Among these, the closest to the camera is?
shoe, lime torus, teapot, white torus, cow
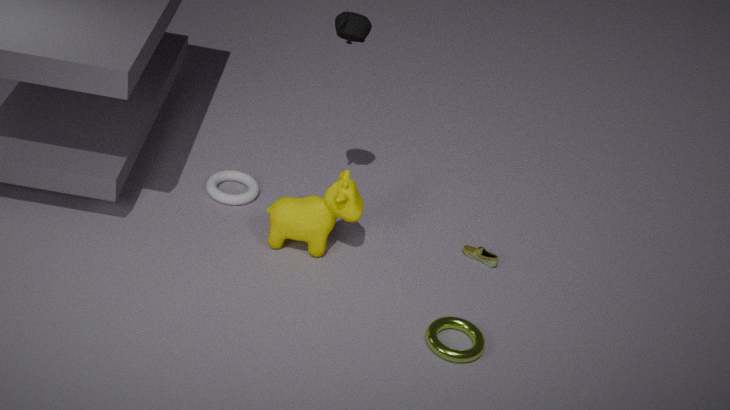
lime torus
